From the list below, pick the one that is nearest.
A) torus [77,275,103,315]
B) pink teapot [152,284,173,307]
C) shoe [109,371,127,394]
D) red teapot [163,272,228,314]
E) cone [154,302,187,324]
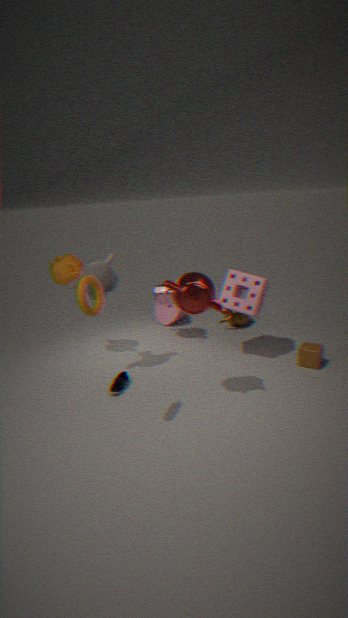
torus [77,275,103,315]
